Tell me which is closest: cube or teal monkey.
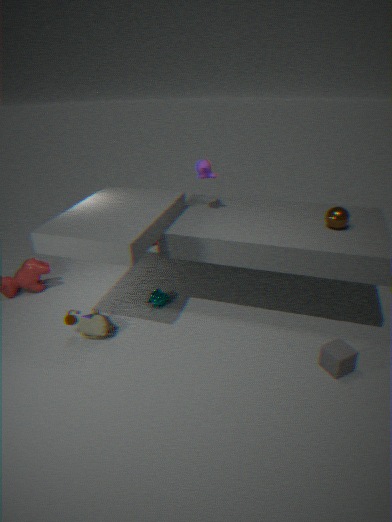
cube
